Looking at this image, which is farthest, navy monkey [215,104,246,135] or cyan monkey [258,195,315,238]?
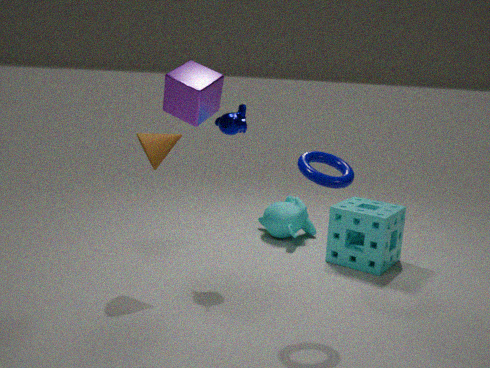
cyan monkey [258,195,315,238]
